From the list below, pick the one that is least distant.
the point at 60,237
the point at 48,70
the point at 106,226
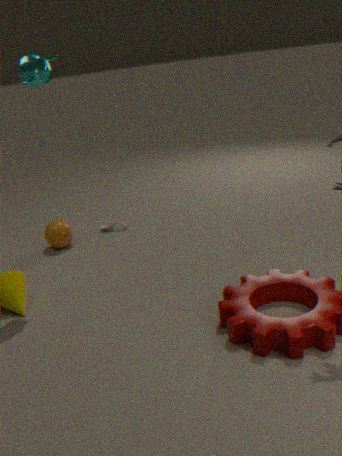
the point at 48,70
